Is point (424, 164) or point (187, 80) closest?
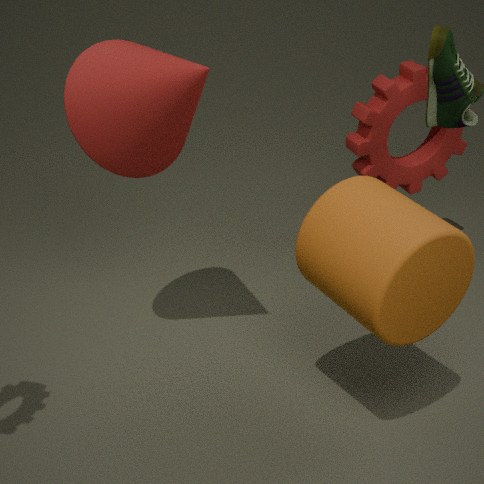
point (187, 80)
